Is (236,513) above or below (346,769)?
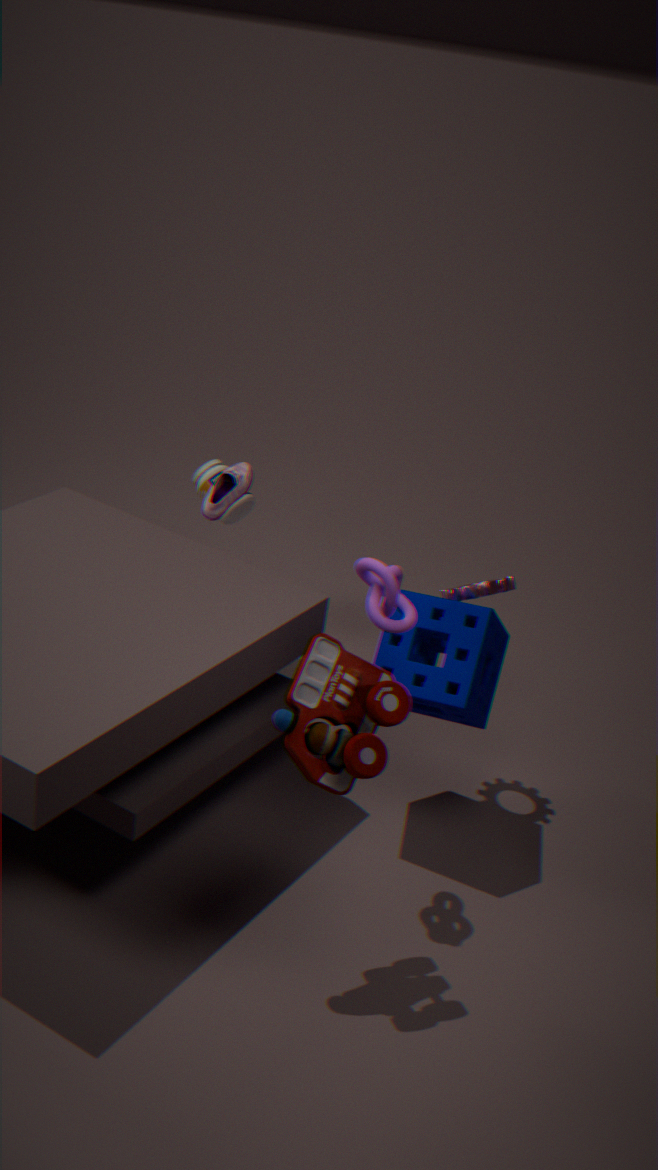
below
